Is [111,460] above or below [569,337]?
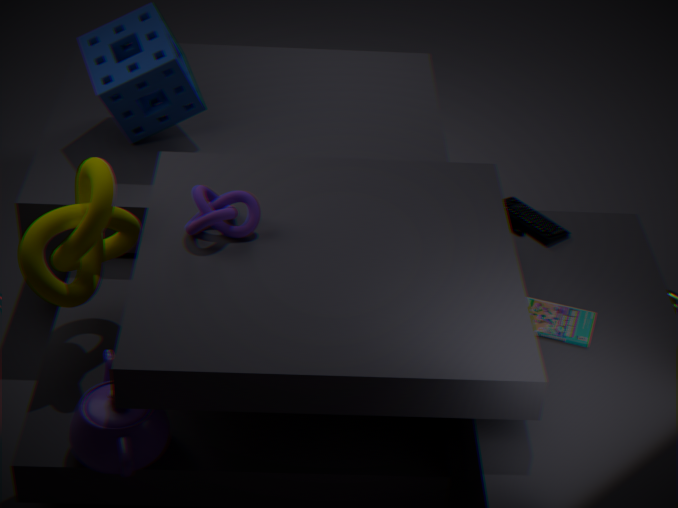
below
